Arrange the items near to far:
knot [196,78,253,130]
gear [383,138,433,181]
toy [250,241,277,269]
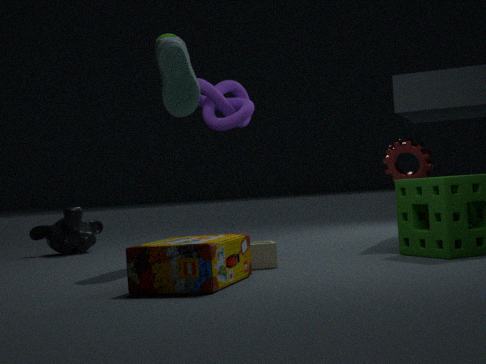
toy [250,241,277,269] < gear [383,138,433,181] < knot [196,78,253,130]
